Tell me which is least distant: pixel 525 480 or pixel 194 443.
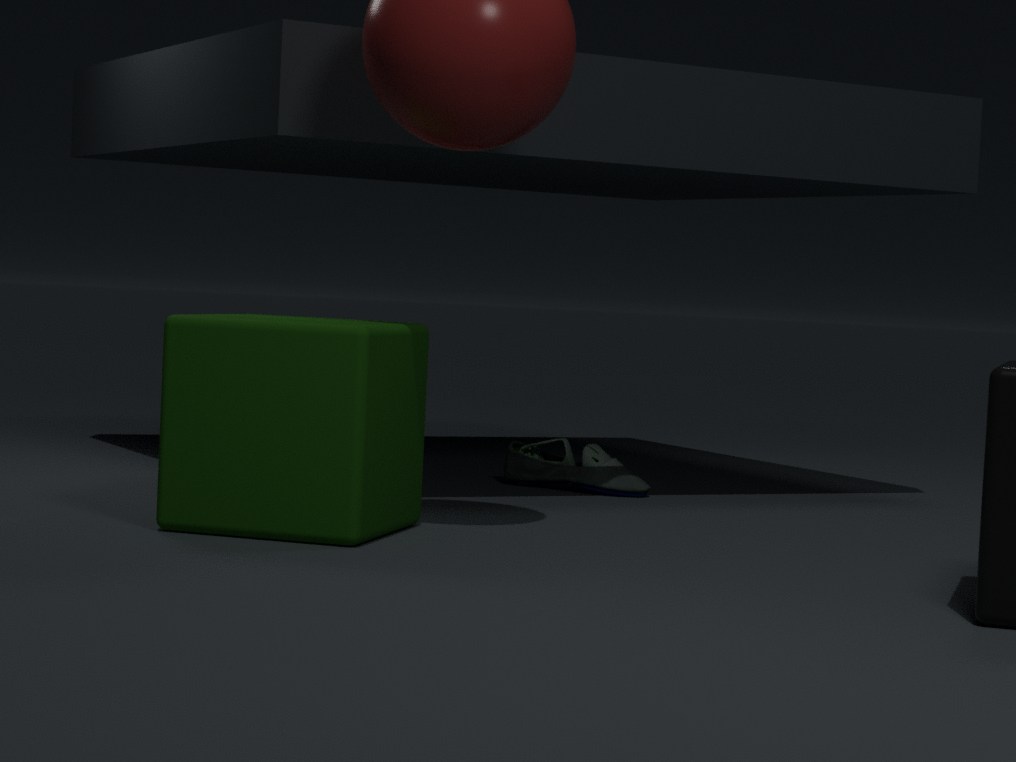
pixel 194 443
